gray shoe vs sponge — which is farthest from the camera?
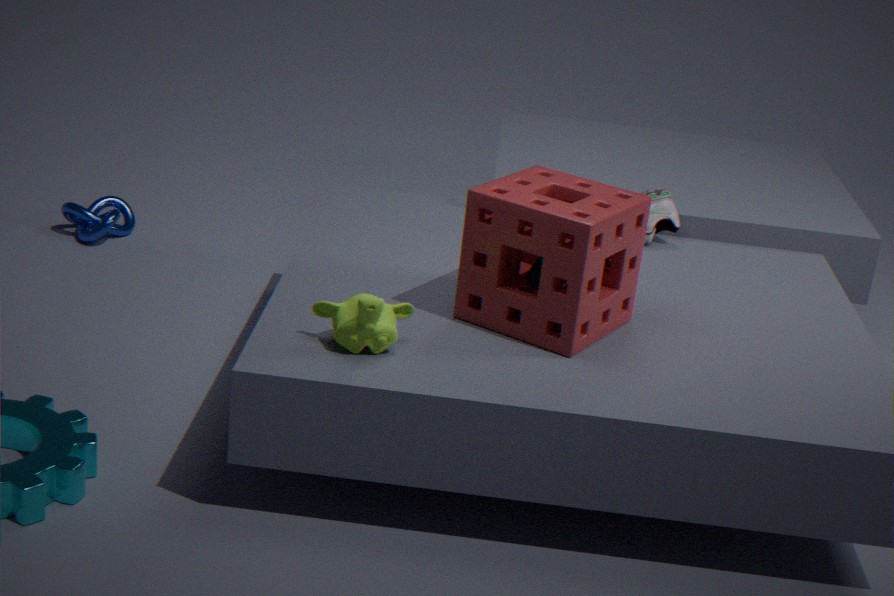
gray shoe
